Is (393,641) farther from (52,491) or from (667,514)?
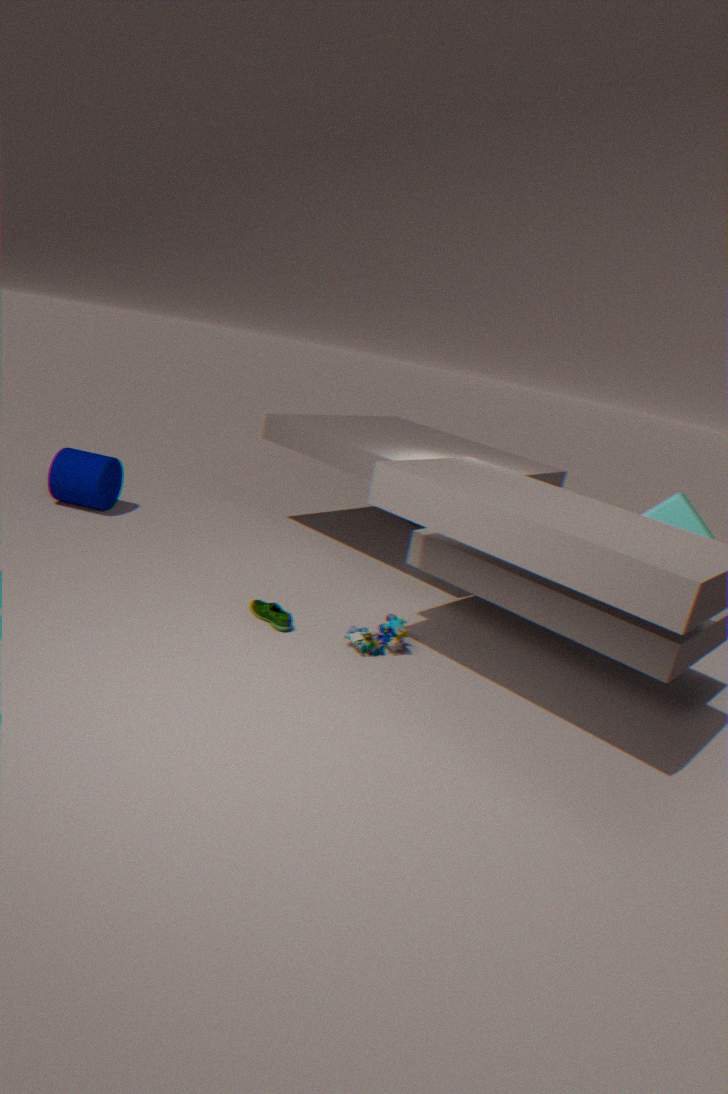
(52,491)
